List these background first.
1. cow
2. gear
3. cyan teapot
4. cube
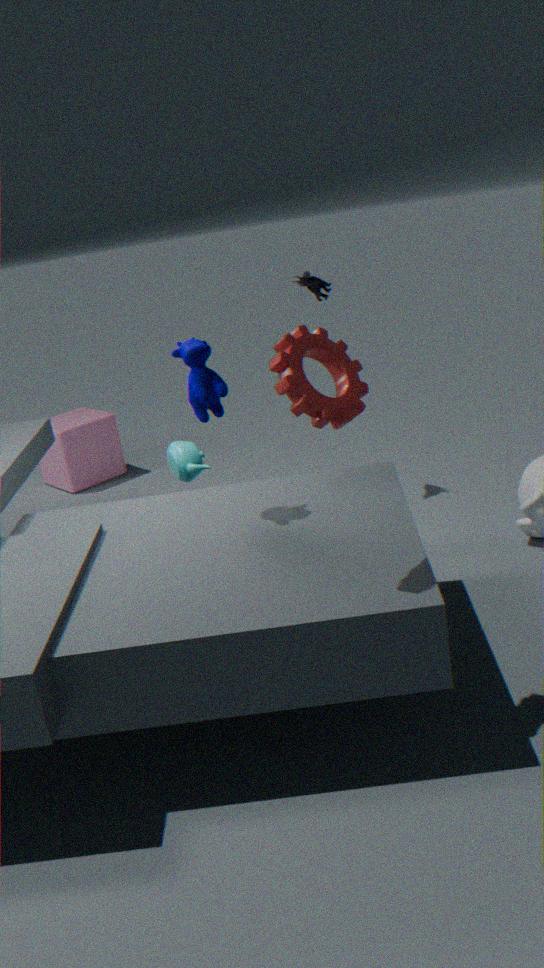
cube < cyan teapot < cow < gear
